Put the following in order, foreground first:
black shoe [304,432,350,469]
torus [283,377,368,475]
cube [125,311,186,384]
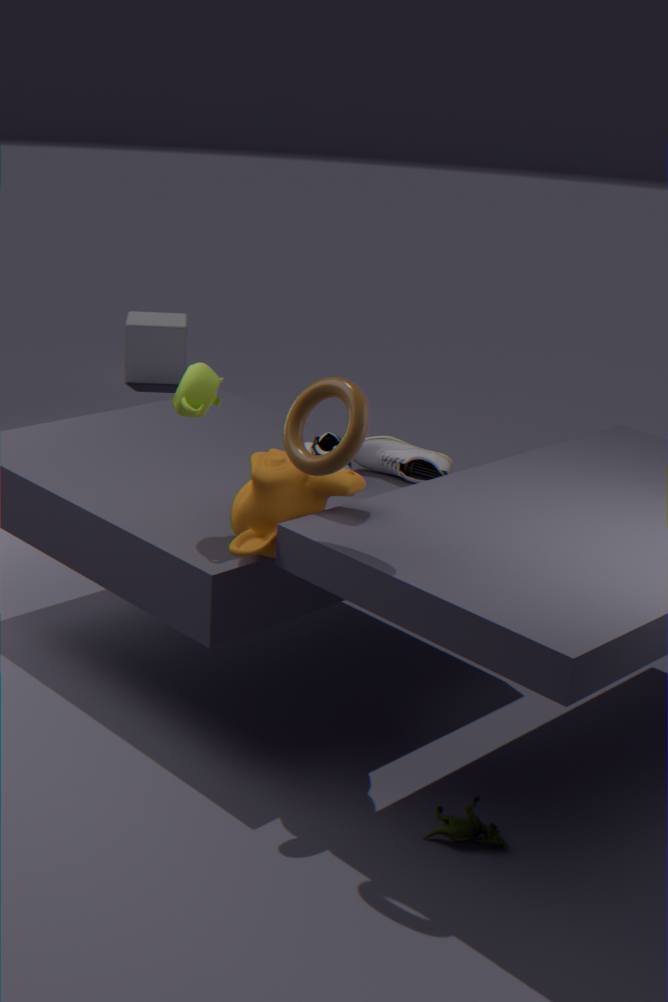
1. torus [283,377,368,475]
2. black shoe [304,432,350,469]
3. cube [125,311,186,384]
